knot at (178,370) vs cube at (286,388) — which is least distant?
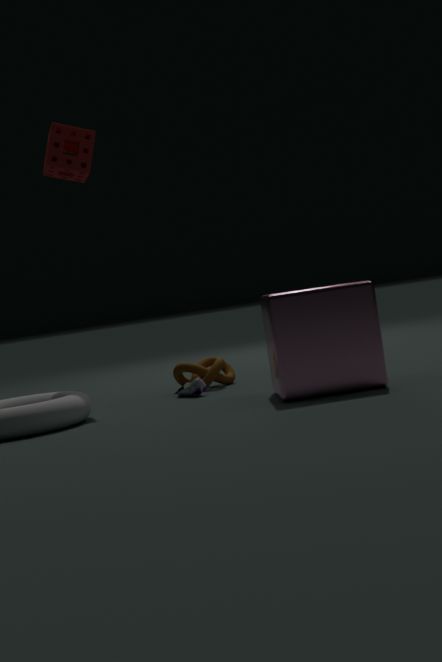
cube at (286,388)
